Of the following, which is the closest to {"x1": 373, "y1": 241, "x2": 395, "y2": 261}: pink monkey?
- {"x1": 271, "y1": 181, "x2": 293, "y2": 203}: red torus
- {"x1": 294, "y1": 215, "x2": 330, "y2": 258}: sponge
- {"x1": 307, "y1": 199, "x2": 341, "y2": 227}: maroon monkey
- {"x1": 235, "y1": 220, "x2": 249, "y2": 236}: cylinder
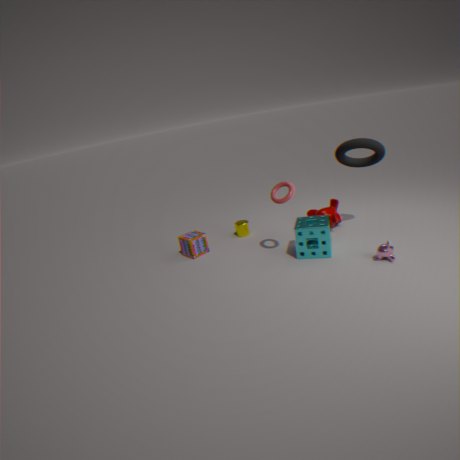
{"x1": 294, "y1": 215, "x2": 330, "y2": 258}: sponge
